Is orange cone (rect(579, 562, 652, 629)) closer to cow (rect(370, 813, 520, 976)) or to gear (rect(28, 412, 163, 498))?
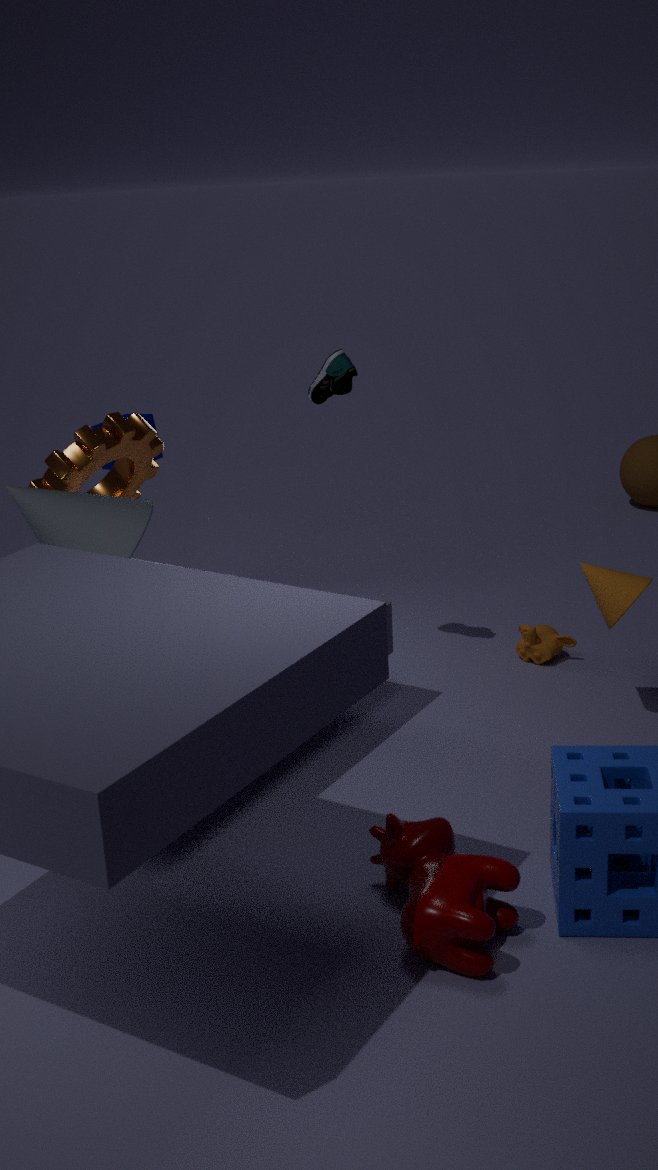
cow (rect(370, 813, 520, 976))
